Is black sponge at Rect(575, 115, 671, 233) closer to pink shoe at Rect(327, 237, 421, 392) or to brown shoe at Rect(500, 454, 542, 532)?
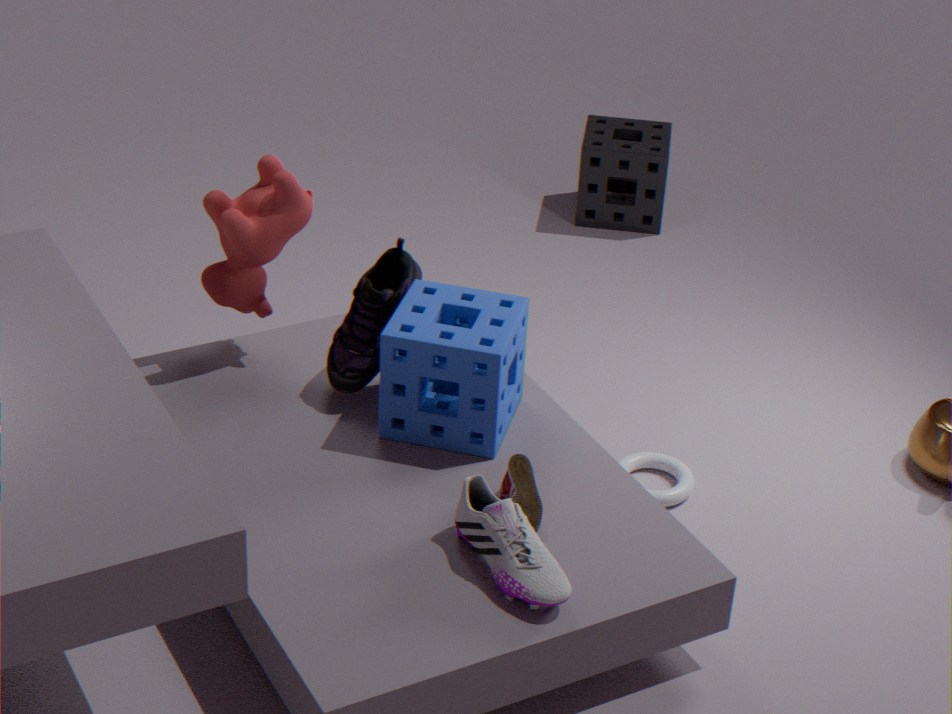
pink shoe at Rect(327, 237, 421, 392)
